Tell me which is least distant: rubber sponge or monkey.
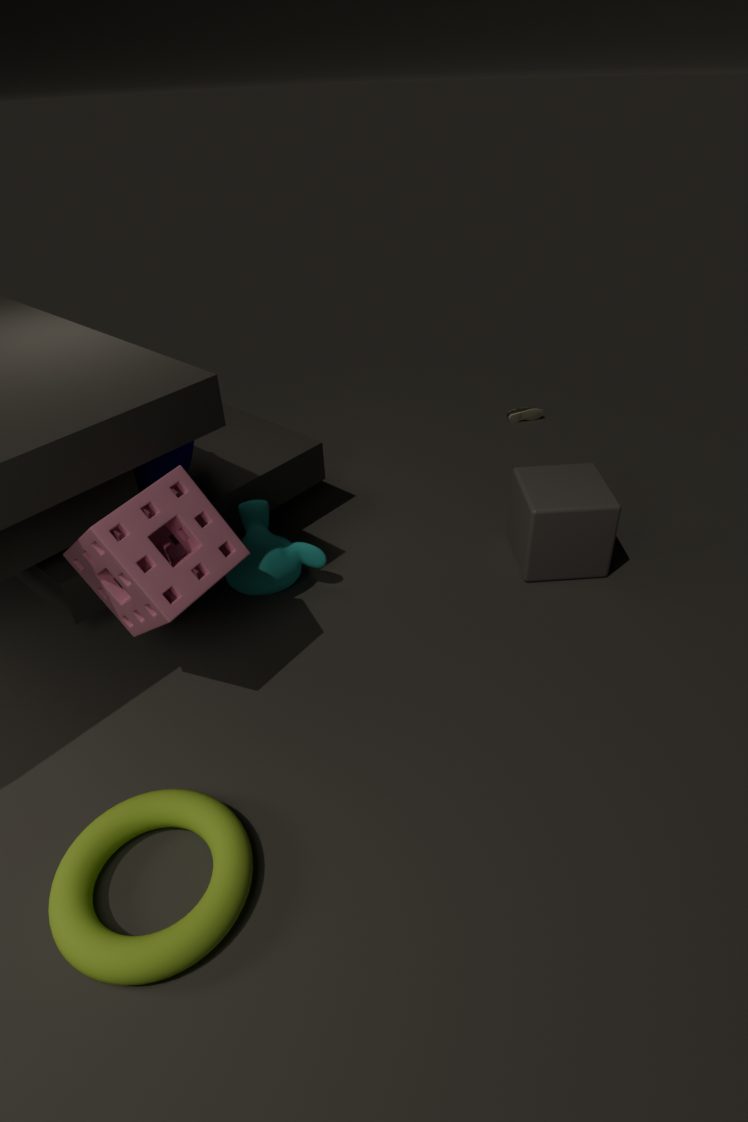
rubber sponge
